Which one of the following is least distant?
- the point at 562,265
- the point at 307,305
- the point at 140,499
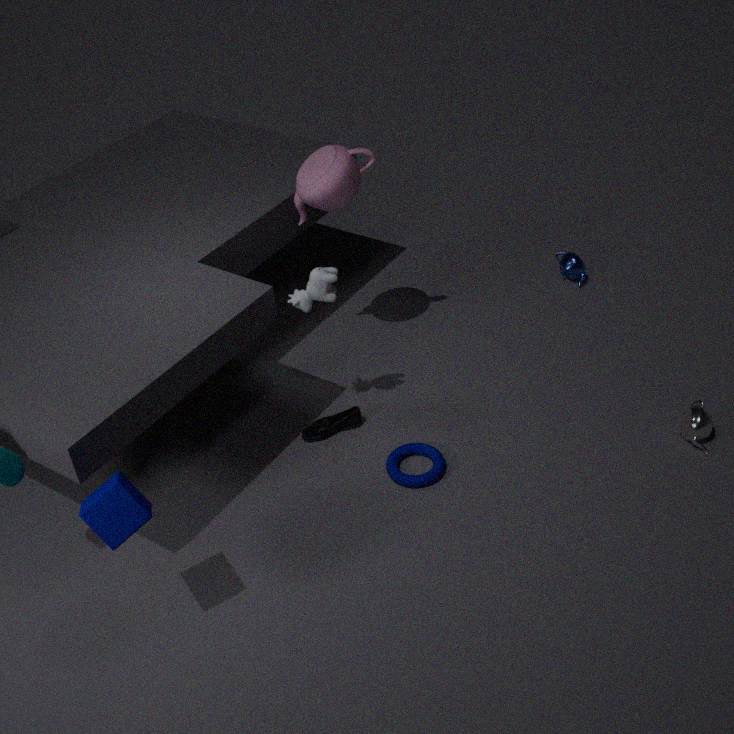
the point at 140,499
